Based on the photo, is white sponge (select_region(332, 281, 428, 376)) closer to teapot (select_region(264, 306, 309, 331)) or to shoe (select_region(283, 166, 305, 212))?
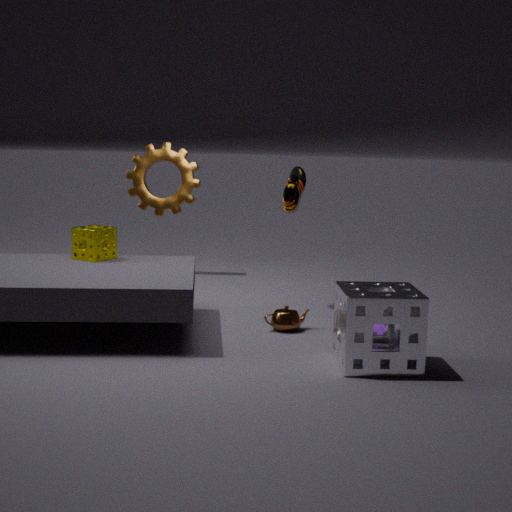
teapot (select_region(264, 306, 309, 331))
